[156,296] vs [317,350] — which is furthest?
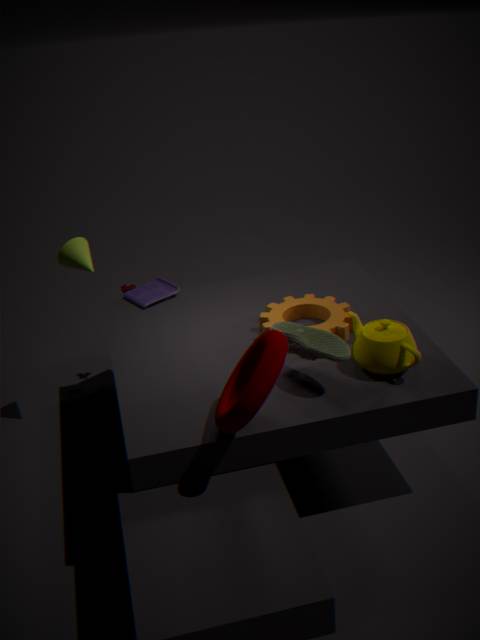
[156,296]
